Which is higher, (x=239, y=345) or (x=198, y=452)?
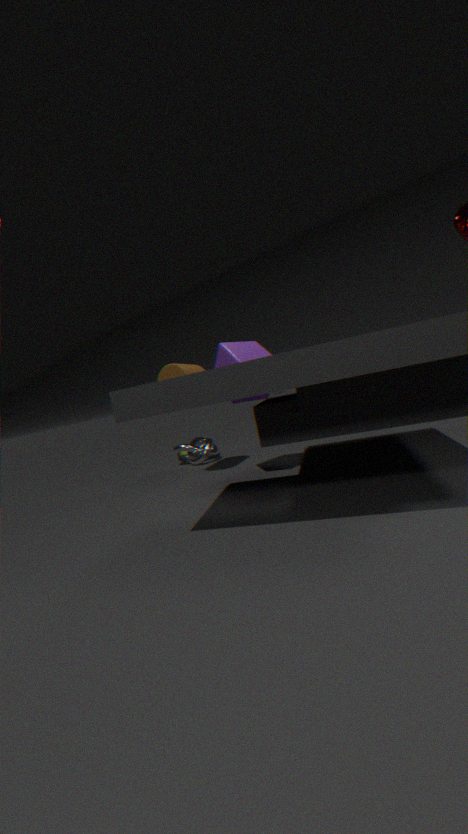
(x=239, y=345)
